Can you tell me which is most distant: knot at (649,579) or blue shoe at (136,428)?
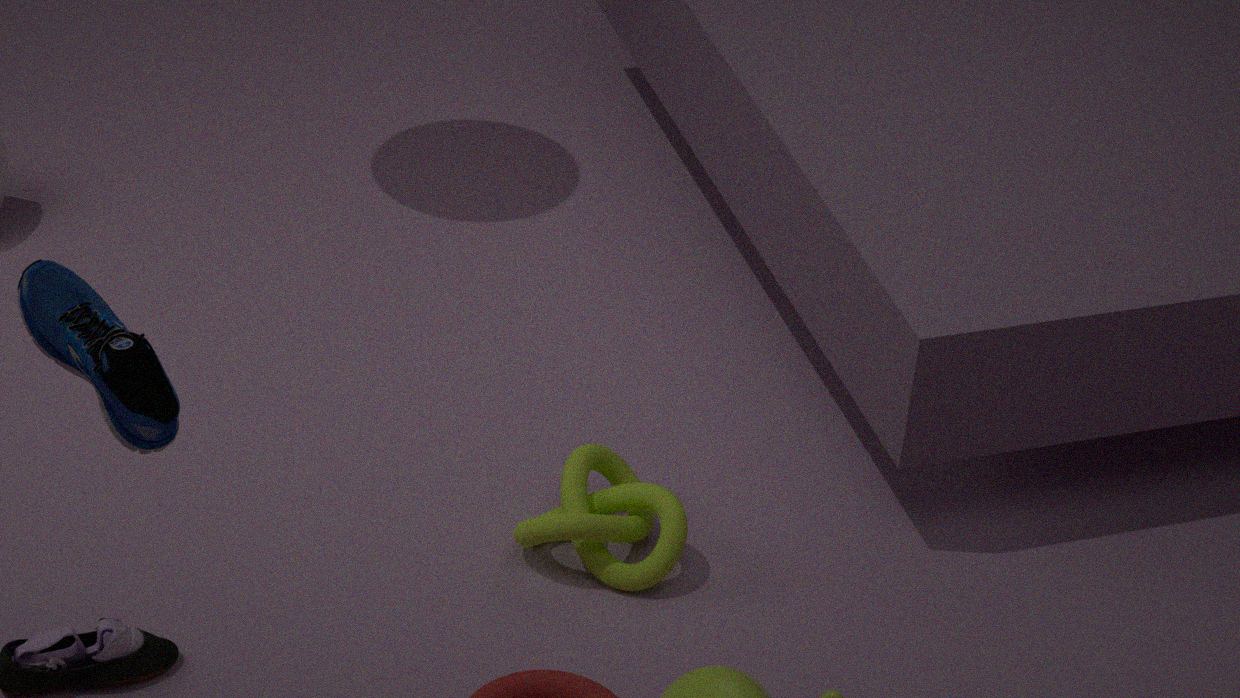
knot at (649,579)
